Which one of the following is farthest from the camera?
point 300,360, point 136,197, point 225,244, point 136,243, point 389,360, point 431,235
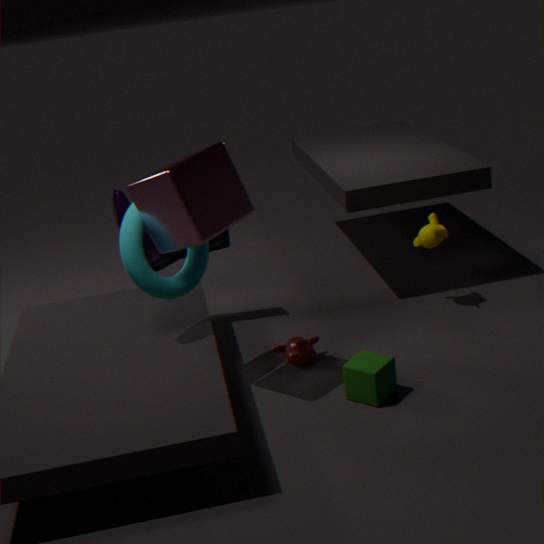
point 225,244
